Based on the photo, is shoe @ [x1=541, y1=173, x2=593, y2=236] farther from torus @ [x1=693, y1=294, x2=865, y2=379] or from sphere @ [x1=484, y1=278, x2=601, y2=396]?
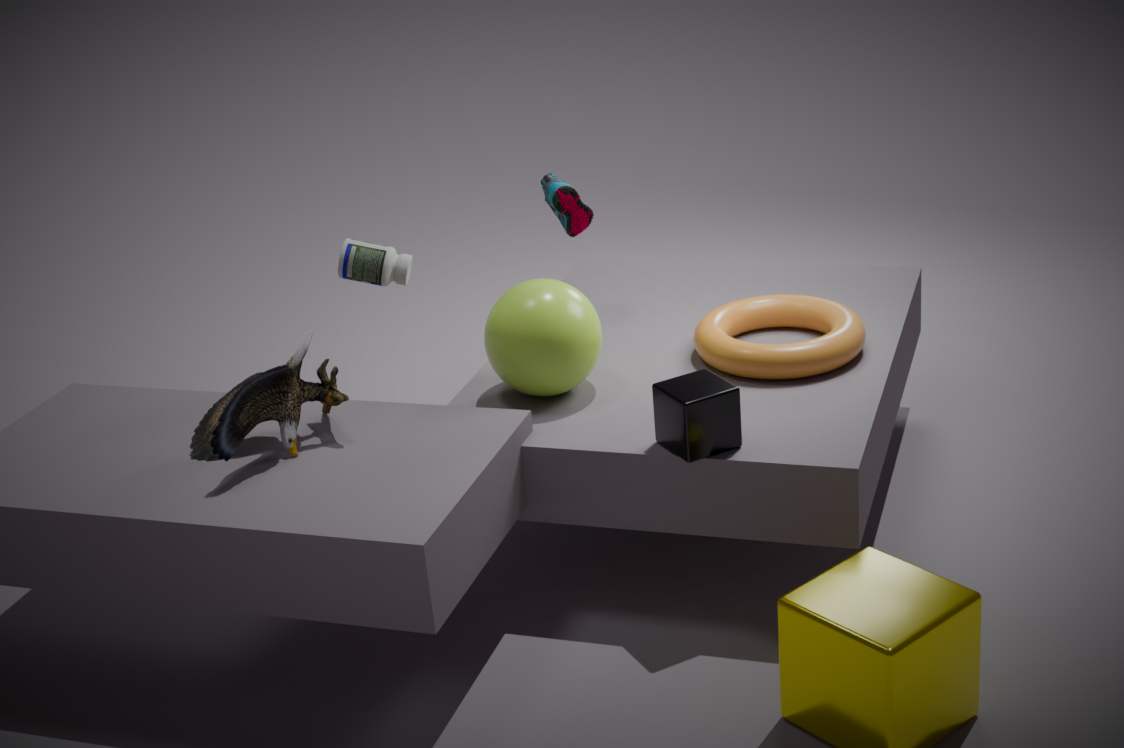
torus @ [x1=693, y1=294, x2=865, y2=379]
